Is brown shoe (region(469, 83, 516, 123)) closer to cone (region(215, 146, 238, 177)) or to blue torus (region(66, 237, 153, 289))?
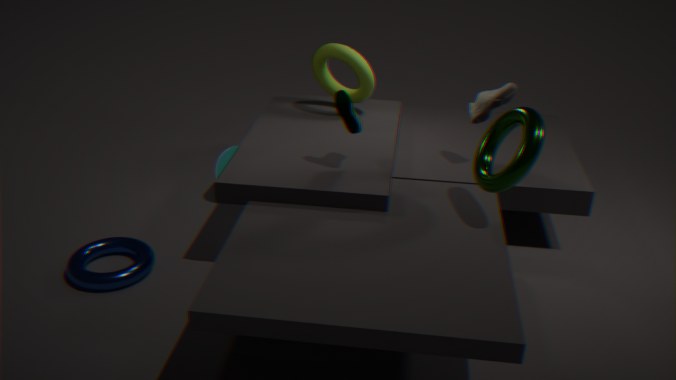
cone (region(215, 146, 238, 177))
